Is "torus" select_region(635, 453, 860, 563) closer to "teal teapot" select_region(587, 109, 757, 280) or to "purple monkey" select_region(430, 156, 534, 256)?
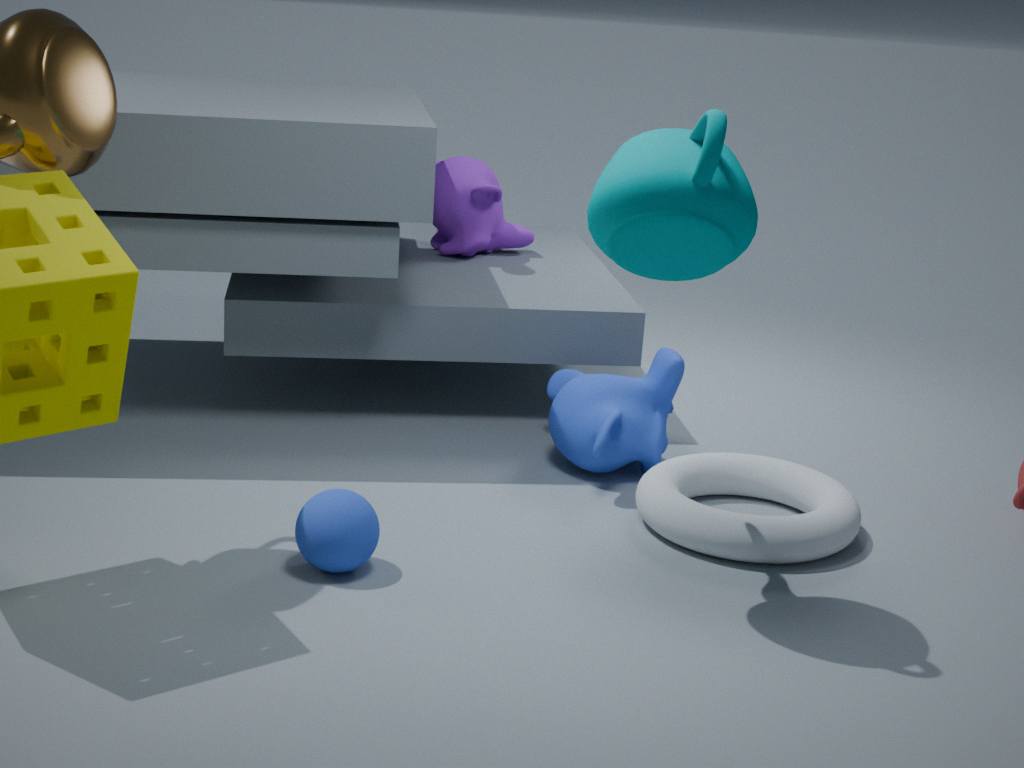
"teal teapot" select_region(587, 109, 757, 280)
